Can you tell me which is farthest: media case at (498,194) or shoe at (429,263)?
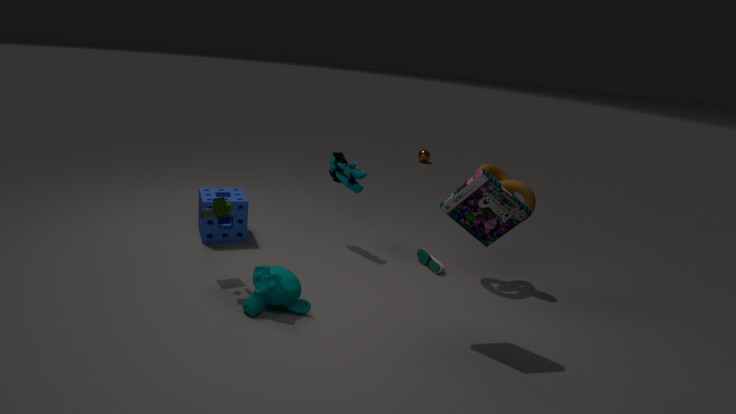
shoe at (429,263)
